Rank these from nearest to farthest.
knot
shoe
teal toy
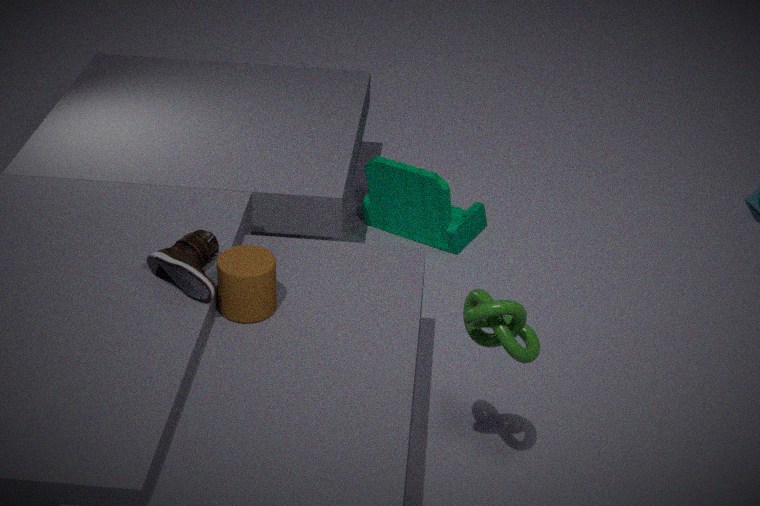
knot, shoe, teal toy
